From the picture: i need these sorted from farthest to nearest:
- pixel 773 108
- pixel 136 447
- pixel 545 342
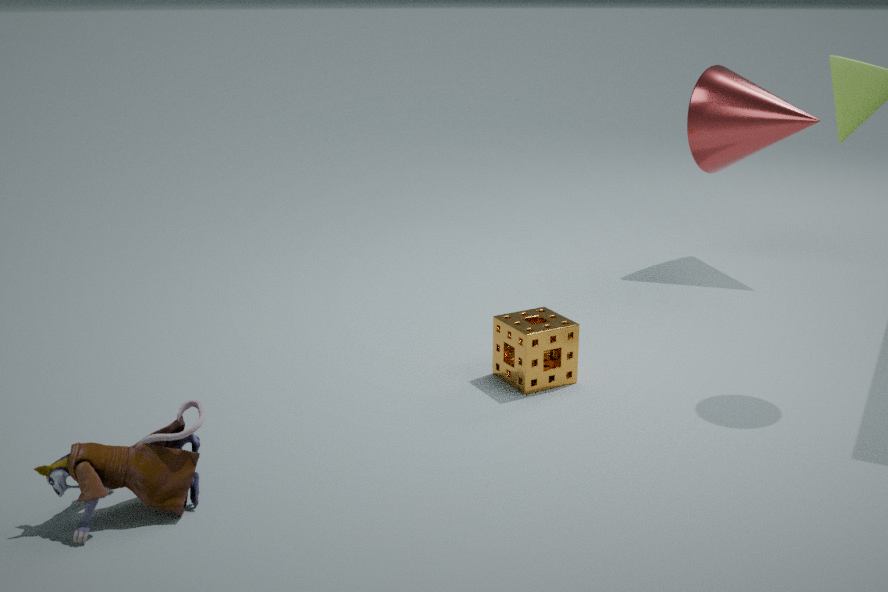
pixel 773 108 → pixel 545 342 → pixel 136 447
